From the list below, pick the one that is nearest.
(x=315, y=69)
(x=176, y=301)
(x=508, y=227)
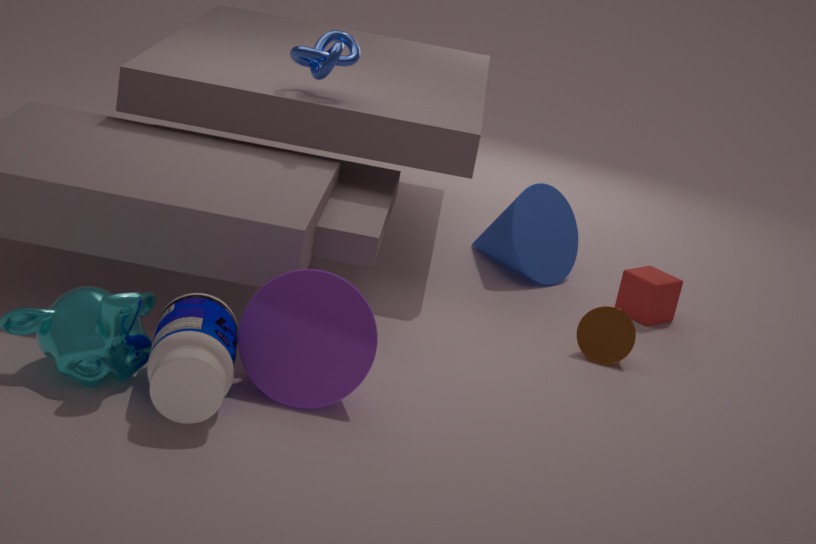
(x=176, y=301)
